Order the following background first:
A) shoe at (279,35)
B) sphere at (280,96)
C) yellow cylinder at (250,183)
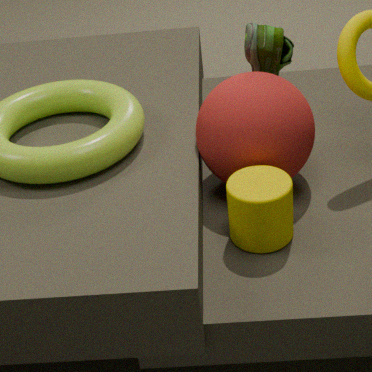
shoe at (279,35) → sphere at (280,96) → yellow cylinder at (250,183)
